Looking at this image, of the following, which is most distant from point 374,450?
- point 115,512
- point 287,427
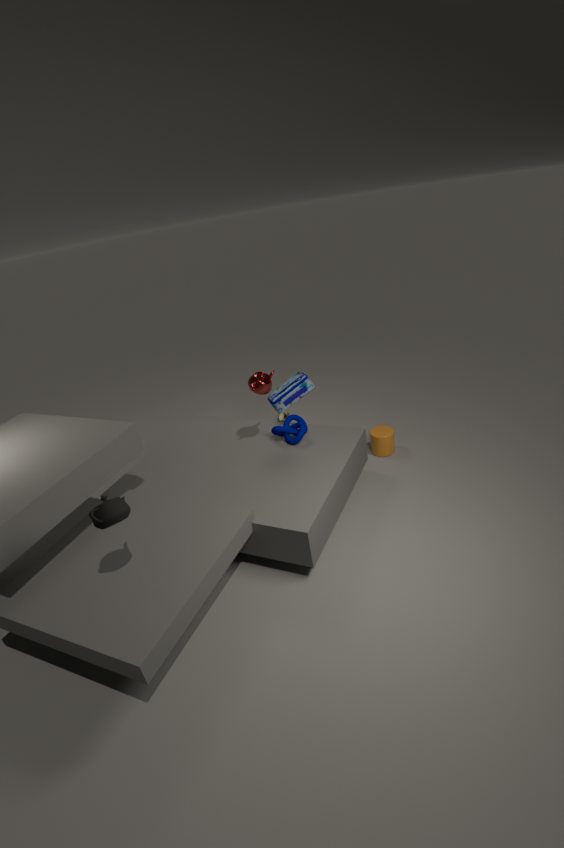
point 115,512
